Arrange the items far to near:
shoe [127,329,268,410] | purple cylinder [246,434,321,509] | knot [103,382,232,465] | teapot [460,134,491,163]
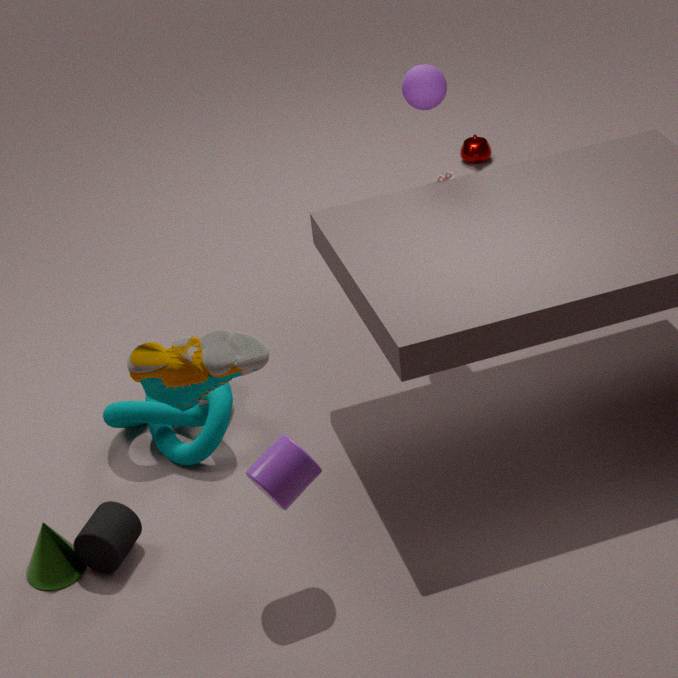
teapot [460,134,491,163], knot [103,382,232,465], purple cylinder [246,434,321,509], shoe [127,329,268,410]
